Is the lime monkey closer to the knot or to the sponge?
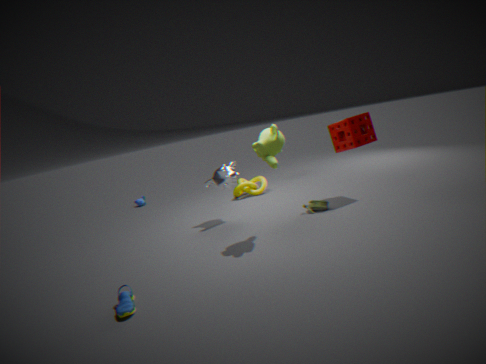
the sponge
